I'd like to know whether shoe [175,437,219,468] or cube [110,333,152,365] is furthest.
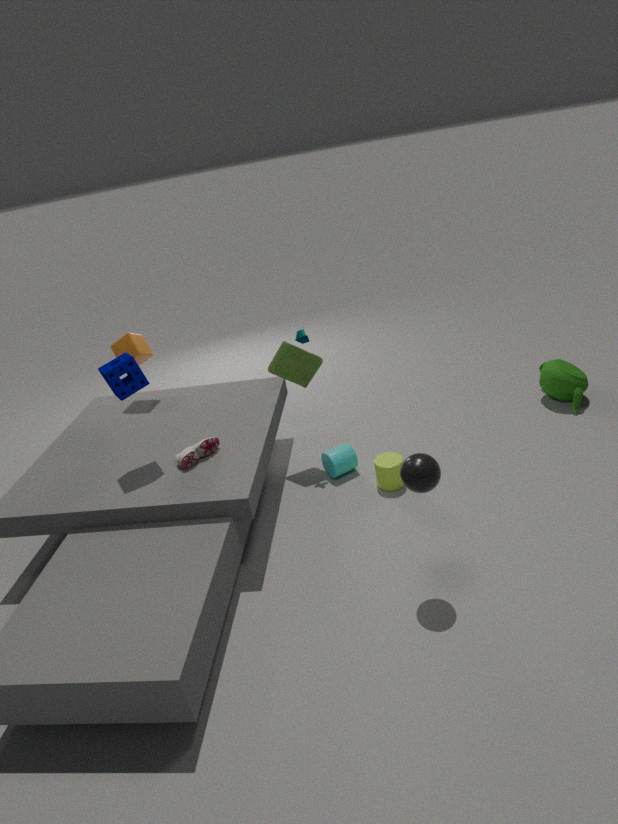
cube [110,333,152,365]
